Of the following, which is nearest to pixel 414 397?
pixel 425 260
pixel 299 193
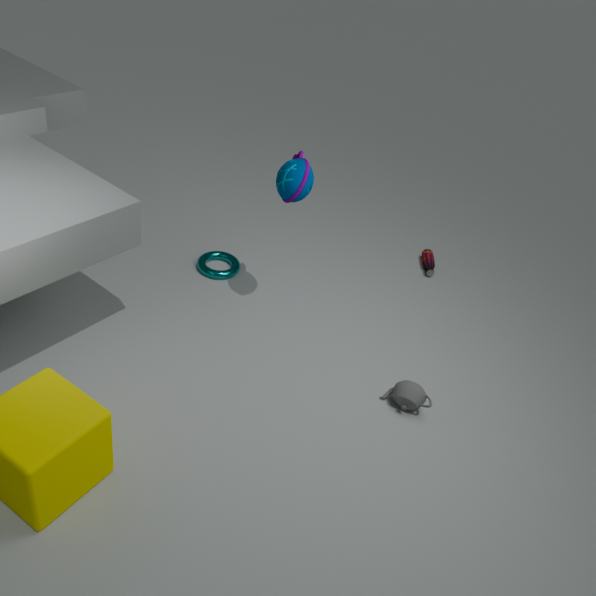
pixel 299 193
